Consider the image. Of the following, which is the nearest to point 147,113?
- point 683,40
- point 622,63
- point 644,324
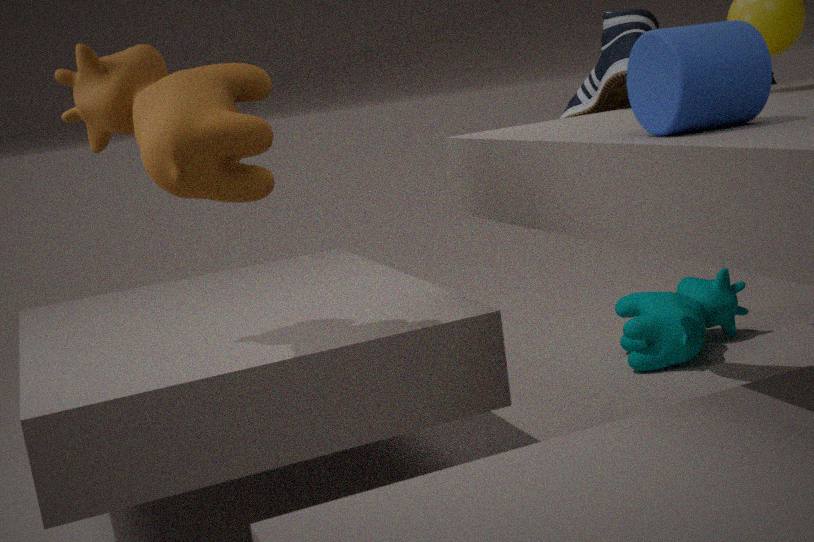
point 683,40
